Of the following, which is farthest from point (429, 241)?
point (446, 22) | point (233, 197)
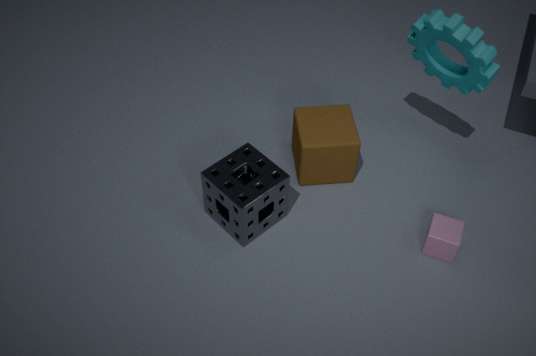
point (233, 197)
